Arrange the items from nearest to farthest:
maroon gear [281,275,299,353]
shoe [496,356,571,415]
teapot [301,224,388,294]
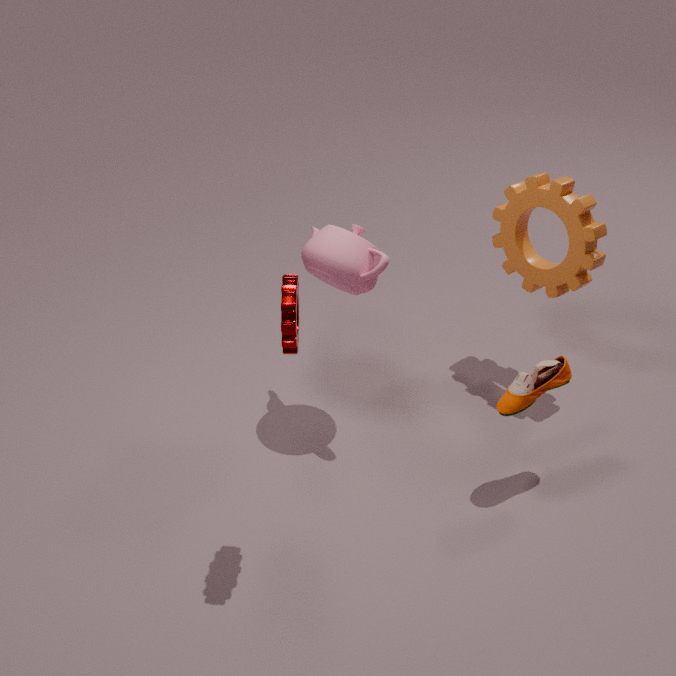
maroon gear [281,275,299,353] → shoe [496,356,571,415] → teapot [301,224,388,294]
